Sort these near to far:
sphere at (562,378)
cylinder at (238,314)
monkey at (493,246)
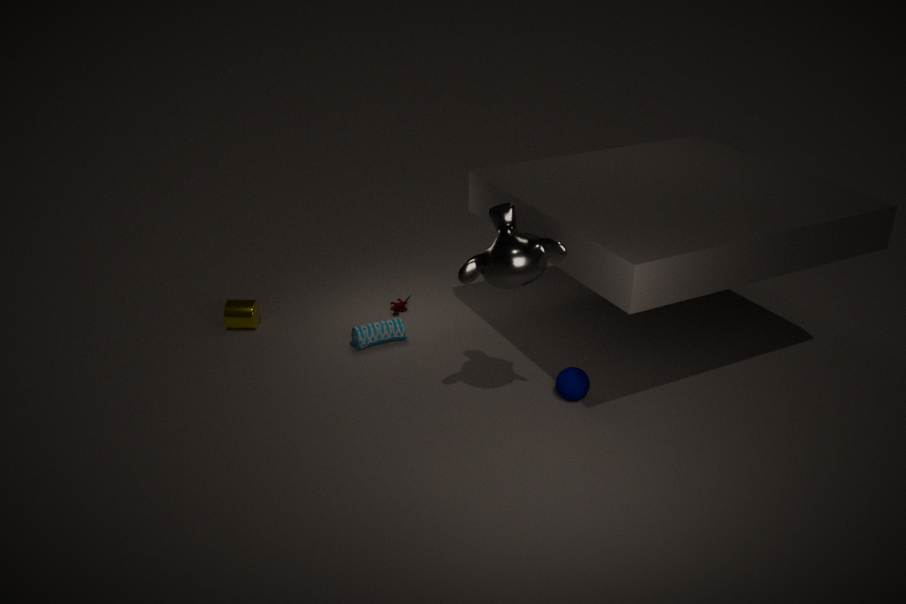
monkey at (493,246) → sphere at (562,378) → cylinder at (238,314)
